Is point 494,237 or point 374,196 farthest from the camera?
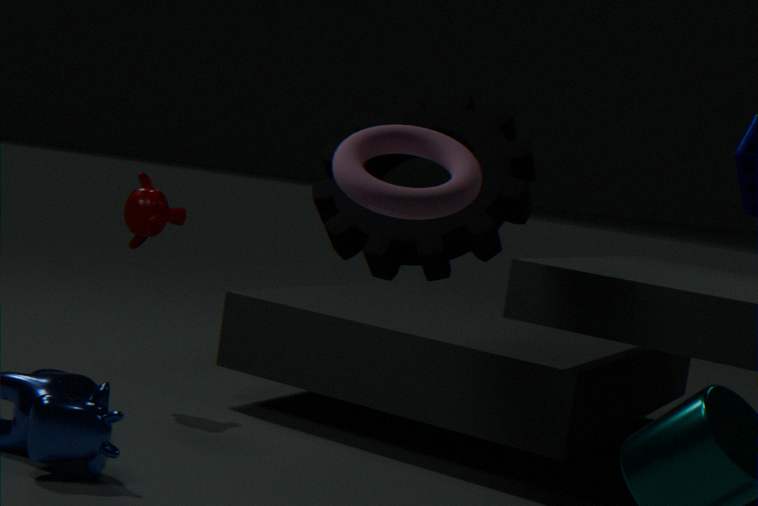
point 494,237
